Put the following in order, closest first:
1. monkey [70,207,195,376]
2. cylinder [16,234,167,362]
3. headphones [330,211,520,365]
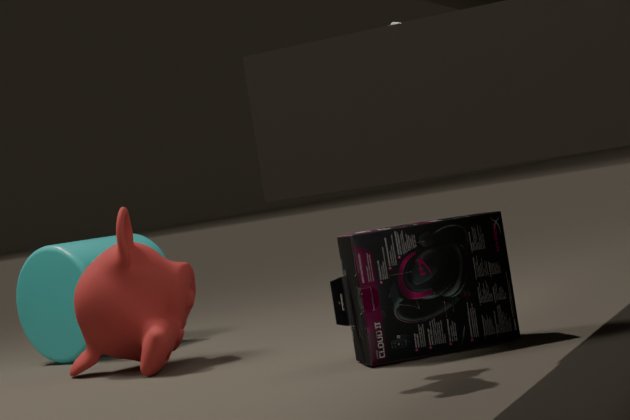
headphones [330,211,520,365]
monkey [70,207,195,376]
cylinder [16,234,167,362]
